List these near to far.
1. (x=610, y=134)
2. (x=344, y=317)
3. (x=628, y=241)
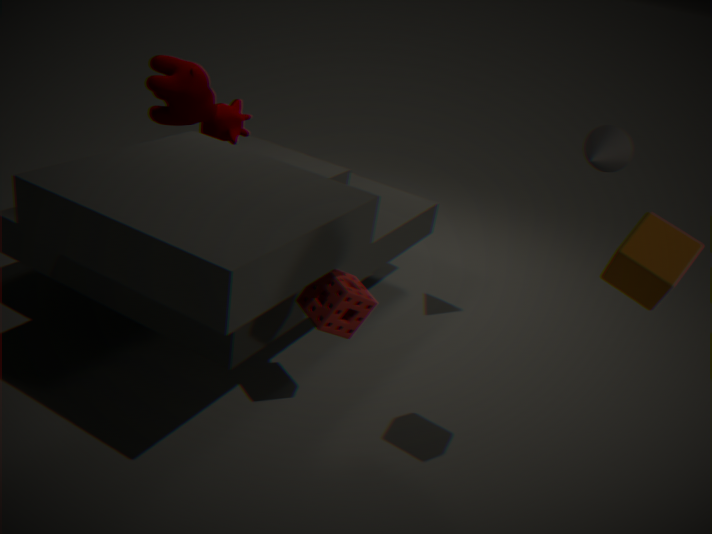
(x=628, y=241)
(x=344, y=317)
(x=610, y=134)
